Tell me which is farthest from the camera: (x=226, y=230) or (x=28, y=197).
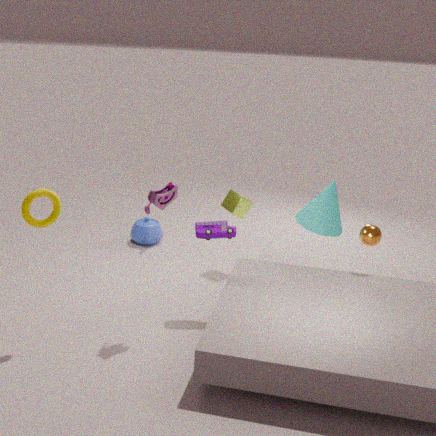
(x=226, y=230)
